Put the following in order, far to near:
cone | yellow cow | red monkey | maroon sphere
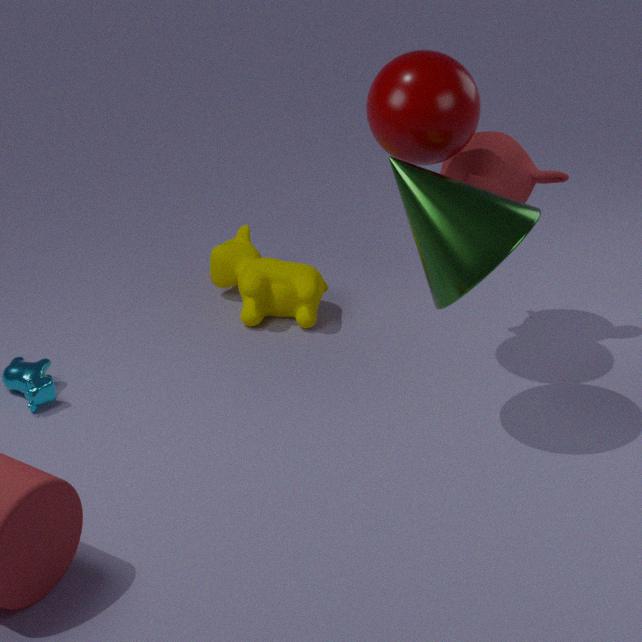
yellow cow → red monkey → maroon sphere → cone
